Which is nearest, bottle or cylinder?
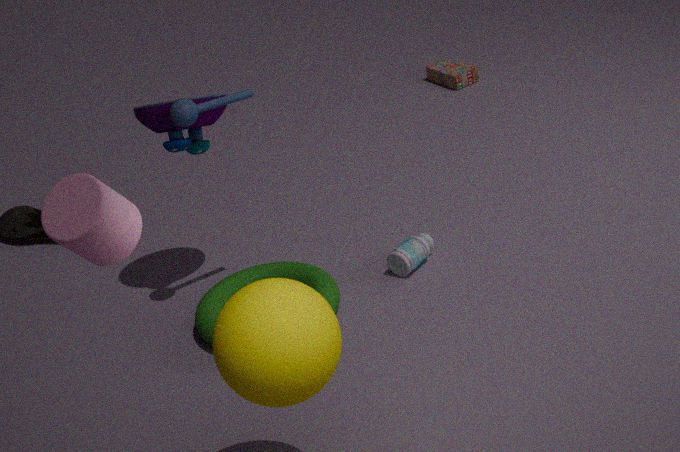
cylinder
